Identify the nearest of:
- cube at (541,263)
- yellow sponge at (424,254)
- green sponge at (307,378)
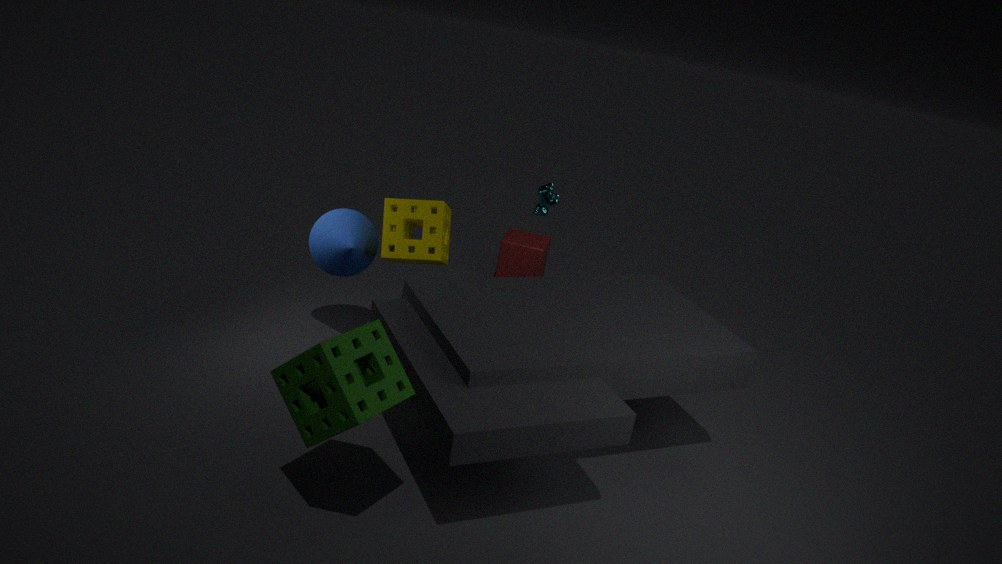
green sponge at (307,378)
